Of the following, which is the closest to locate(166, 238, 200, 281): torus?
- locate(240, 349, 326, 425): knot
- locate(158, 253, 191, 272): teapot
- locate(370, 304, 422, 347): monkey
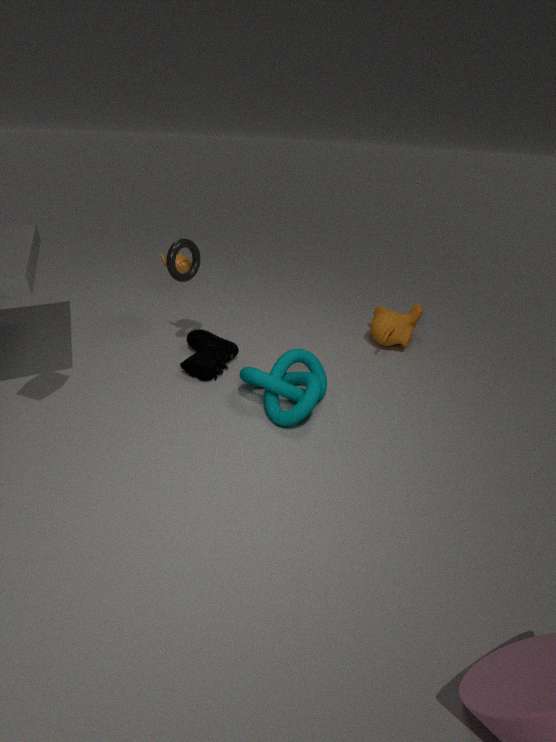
locate(158, 253, 191, 272): teapot
